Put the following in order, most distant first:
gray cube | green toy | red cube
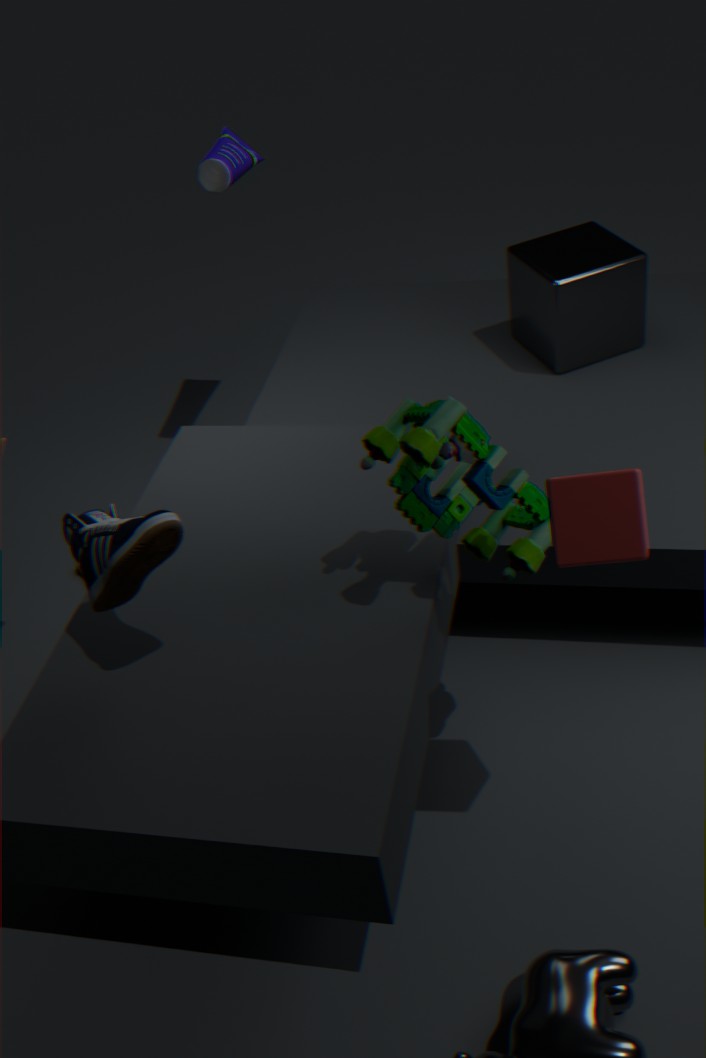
gray cube, green toy, red cube
